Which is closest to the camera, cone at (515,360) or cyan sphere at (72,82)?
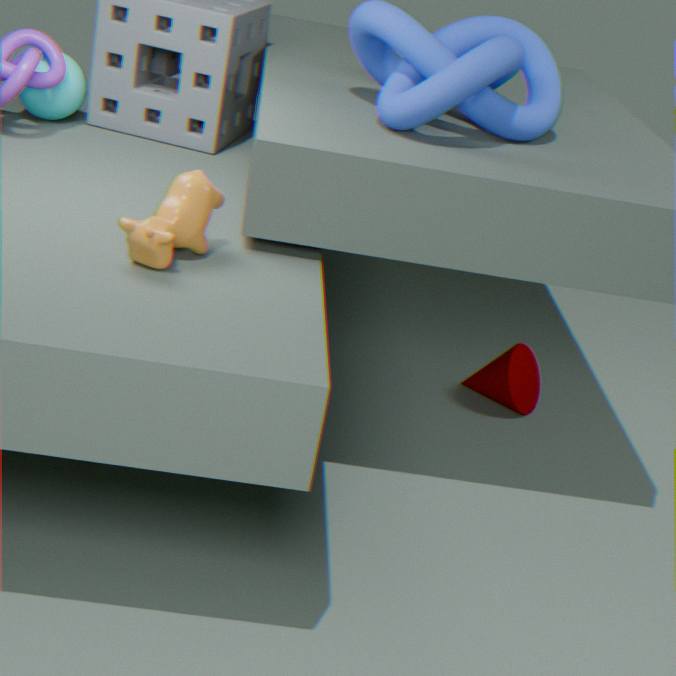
cyan sphere at (72,82)
